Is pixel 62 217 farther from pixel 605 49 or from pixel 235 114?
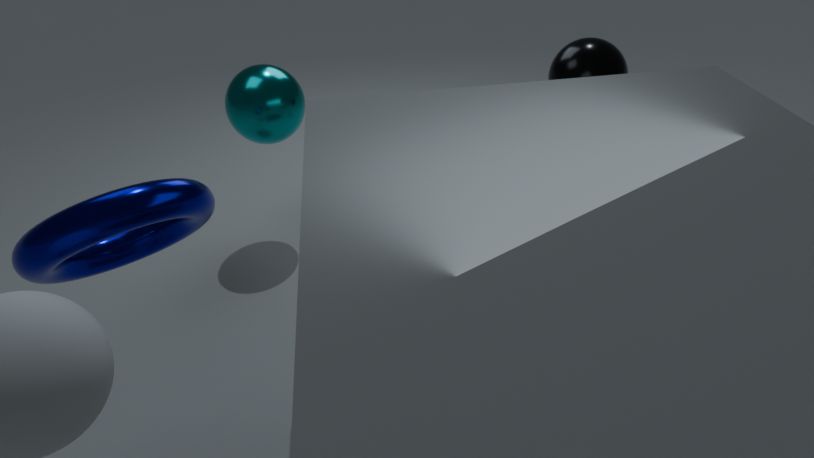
pixel 605 49
